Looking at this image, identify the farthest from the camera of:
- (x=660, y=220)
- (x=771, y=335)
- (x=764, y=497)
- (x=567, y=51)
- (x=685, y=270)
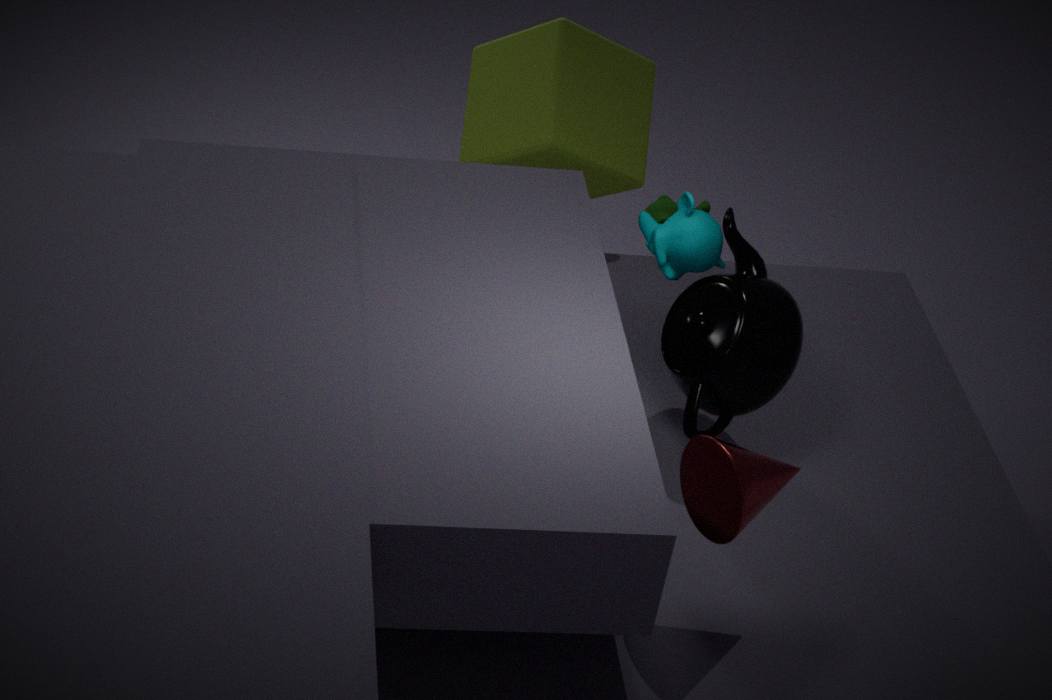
(x=660, y=220)
